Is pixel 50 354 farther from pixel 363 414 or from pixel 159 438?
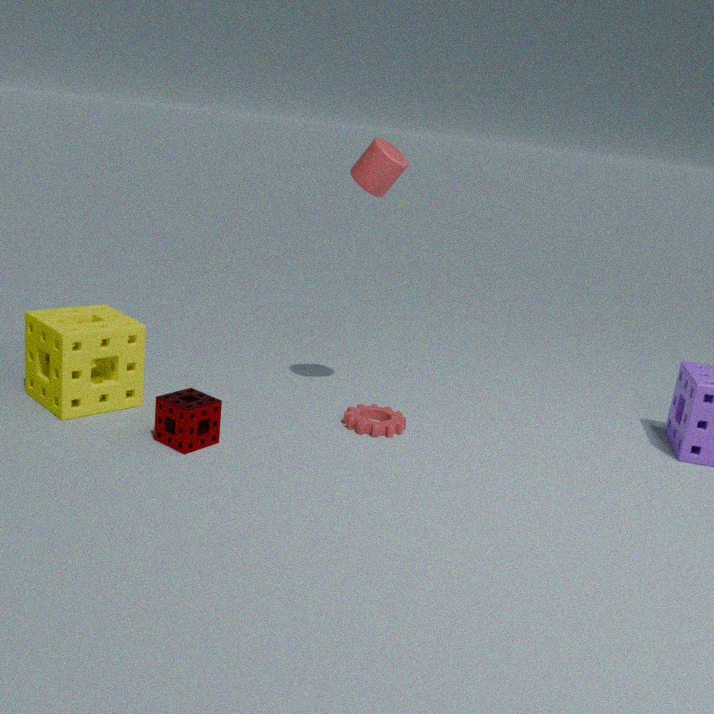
pixel 363 414
